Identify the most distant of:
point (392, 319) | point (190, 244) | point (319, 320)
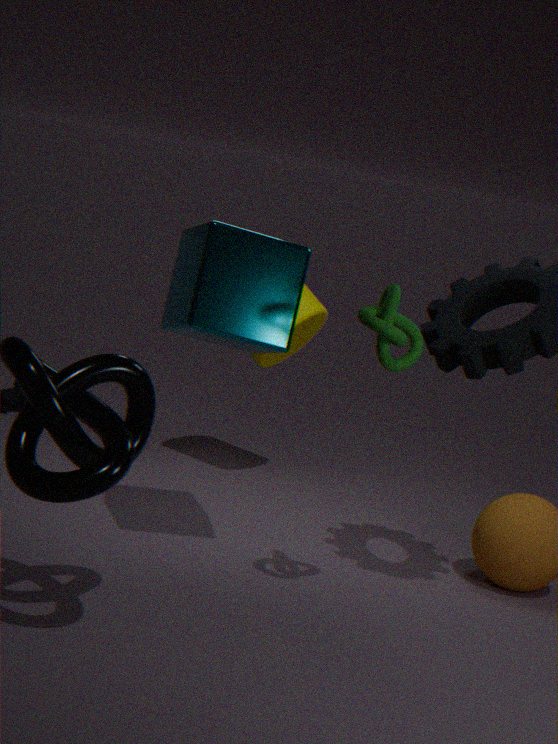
point (319, 320)
